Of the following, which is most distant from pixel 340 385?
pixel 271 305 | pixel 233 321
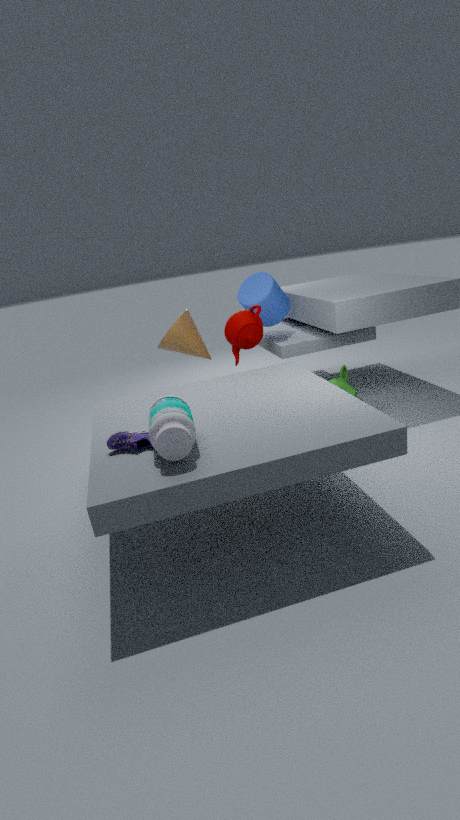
pixel 271 305
